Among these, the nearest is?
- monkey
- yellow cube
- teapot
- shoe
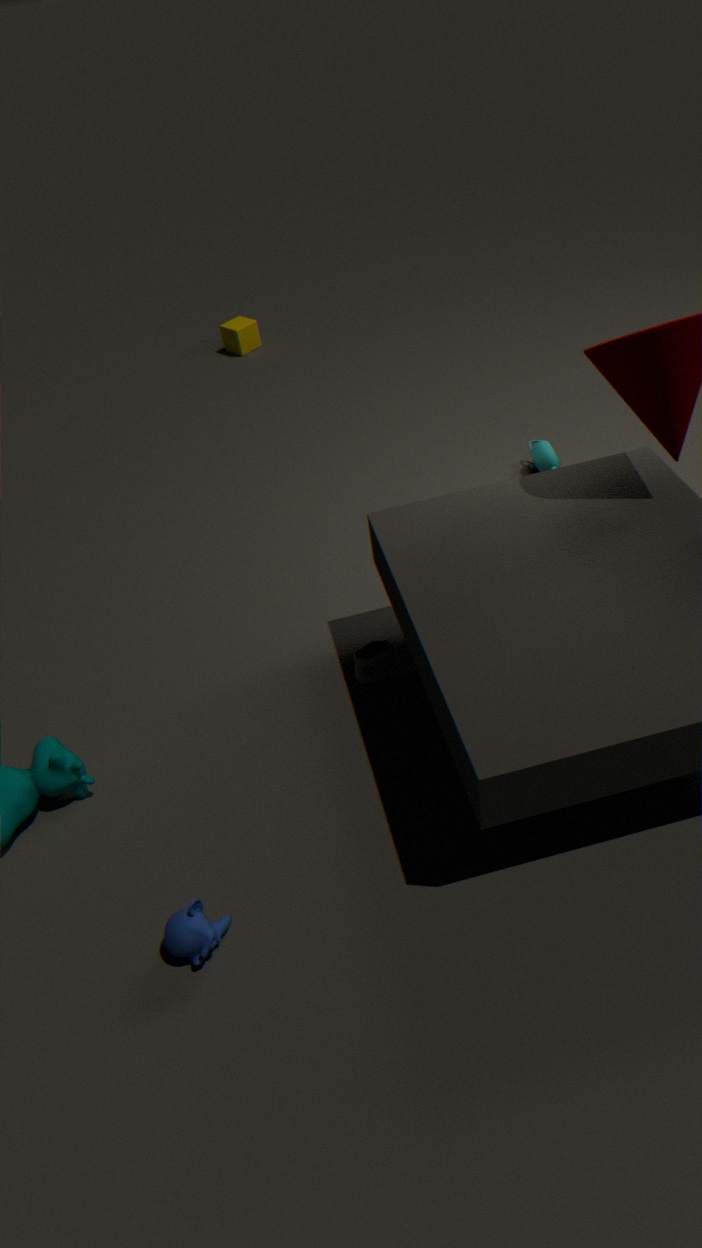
monkey
